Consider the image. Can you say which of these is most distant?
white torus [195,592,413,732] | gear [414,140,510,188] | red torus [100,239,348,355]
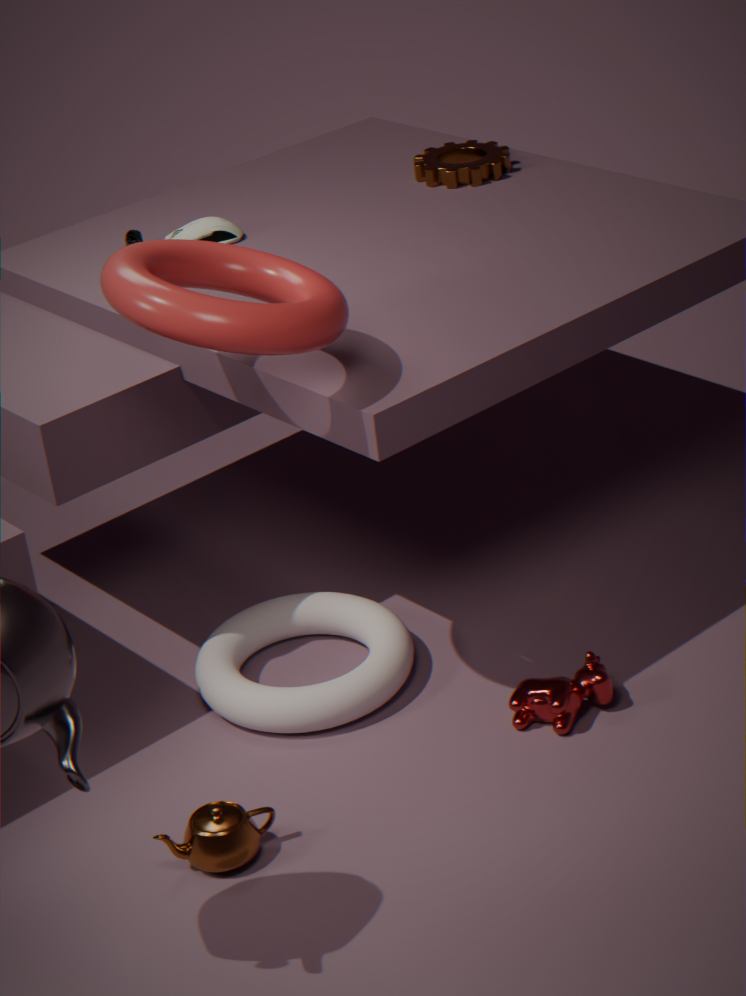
gear [414,140,510,188]
